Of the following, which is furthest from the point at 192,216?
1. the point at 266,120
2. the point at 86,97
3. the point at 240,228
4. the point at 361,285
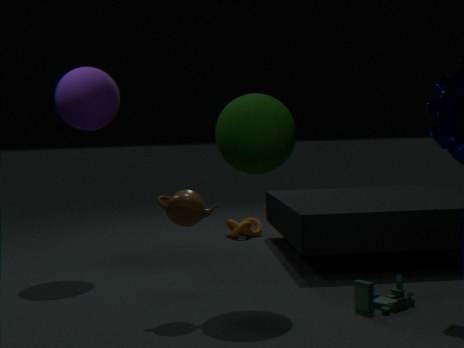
the point at 240,228
